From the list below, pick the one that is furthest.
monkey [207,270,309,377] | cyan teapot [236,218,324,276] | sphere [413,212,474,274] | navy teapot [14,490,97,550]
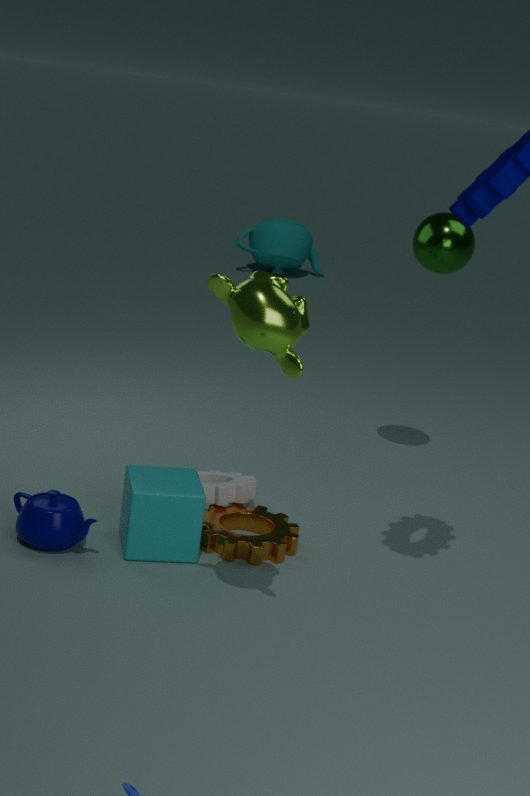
cyan teapot [236,218,324,276]
